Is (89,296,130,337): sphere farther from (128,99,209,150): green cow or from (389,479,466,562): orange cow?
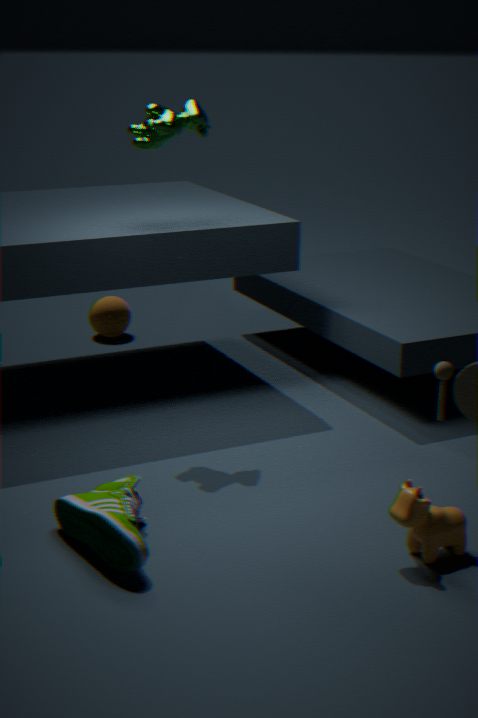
(389,479,466,562): orange cow
